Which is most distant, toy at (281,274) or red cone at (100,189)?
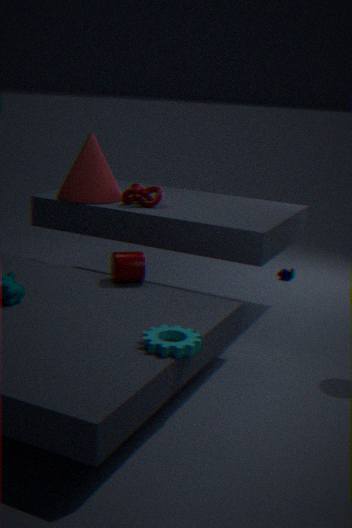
toy at (281,274)
